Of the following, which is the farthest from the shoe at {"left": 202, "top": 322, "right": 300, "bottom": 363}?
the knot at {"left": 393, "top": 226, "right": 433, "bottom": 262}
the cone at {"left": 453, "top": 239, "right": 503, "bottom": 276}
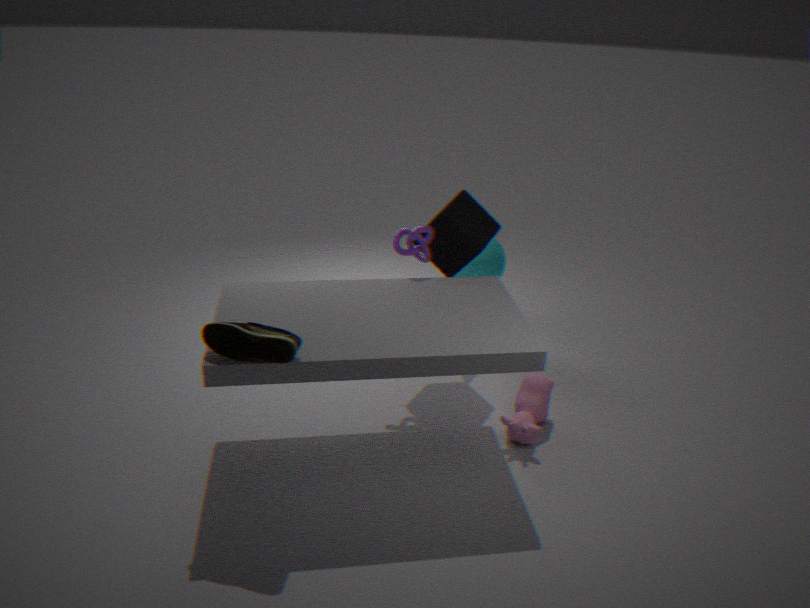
the cone at {"left": 453, "top": 239, "right": 503, "bottom": 276}
